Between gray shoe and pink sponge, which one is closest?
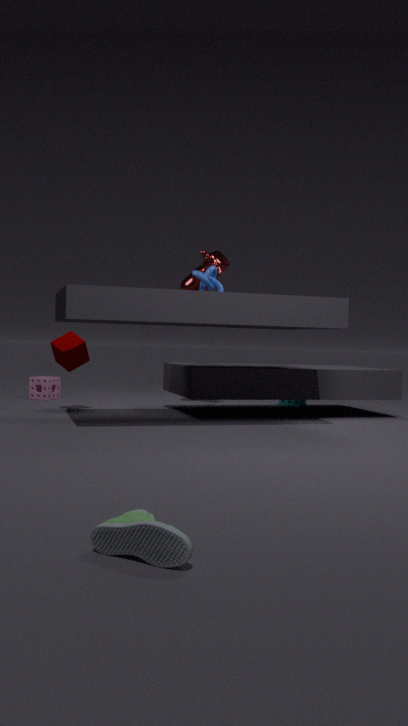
gray shoe
